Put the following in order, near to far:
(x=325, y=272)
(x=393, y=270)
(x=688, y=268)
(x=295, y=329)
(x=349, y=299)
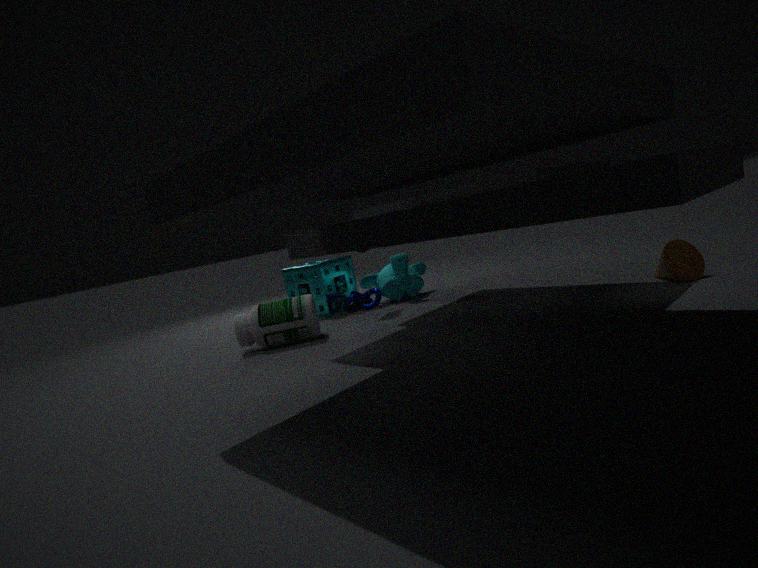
(x=688, y=268) < (x=295, y=329) < (x=349, y=299) < (x=393, y=270) < (x=325, y=272)
